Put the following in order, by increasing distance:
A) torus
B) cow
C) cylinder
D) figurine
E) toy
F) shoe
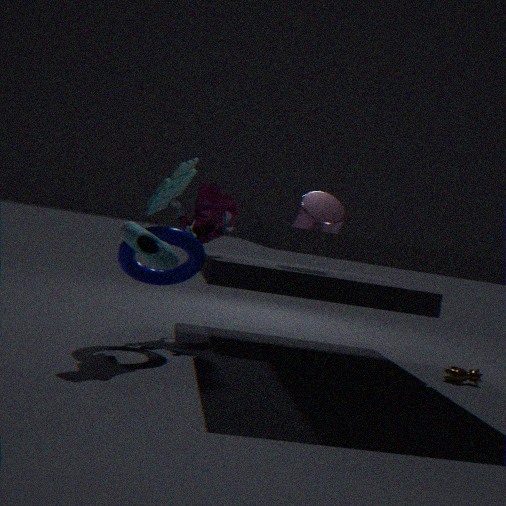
shoe, toy, torus, figurine, cow, cylinder
